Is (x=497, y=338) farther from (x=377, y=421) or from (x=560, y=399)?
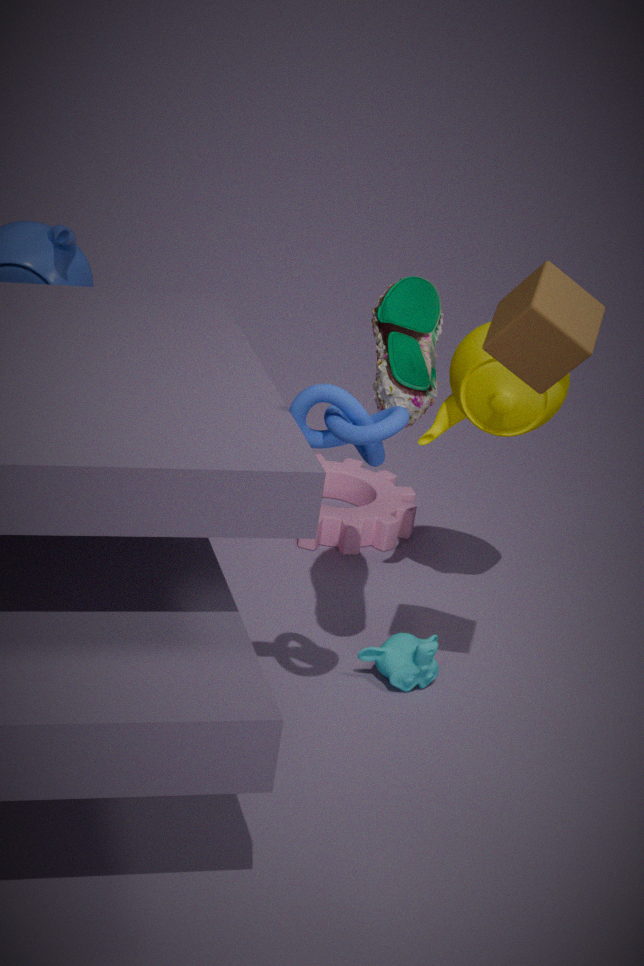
(x=560, y=399)
